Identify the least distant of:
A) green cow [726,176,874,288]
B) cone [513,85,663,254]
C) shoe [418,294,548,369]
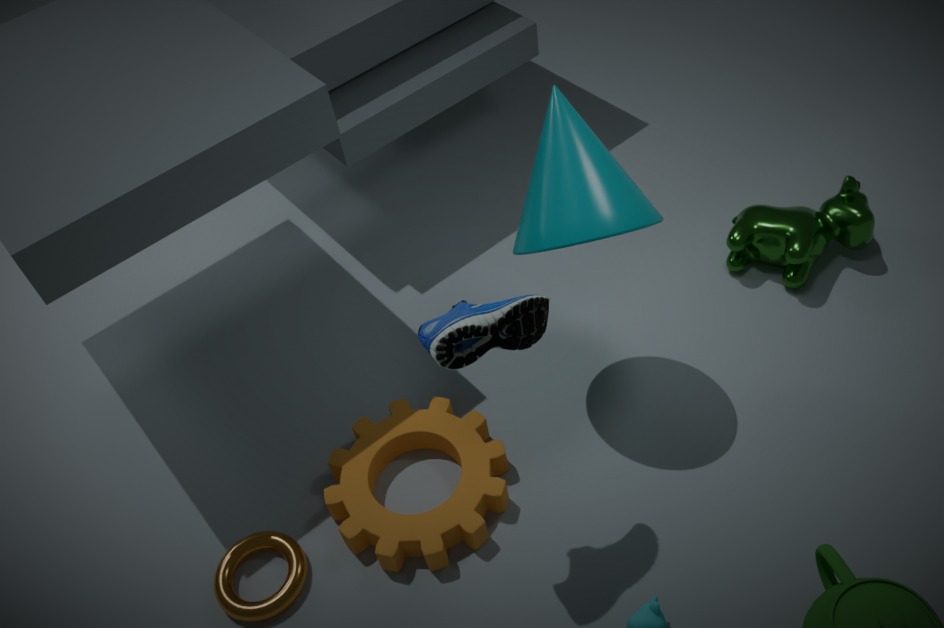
shoe [418,294,548,369]
